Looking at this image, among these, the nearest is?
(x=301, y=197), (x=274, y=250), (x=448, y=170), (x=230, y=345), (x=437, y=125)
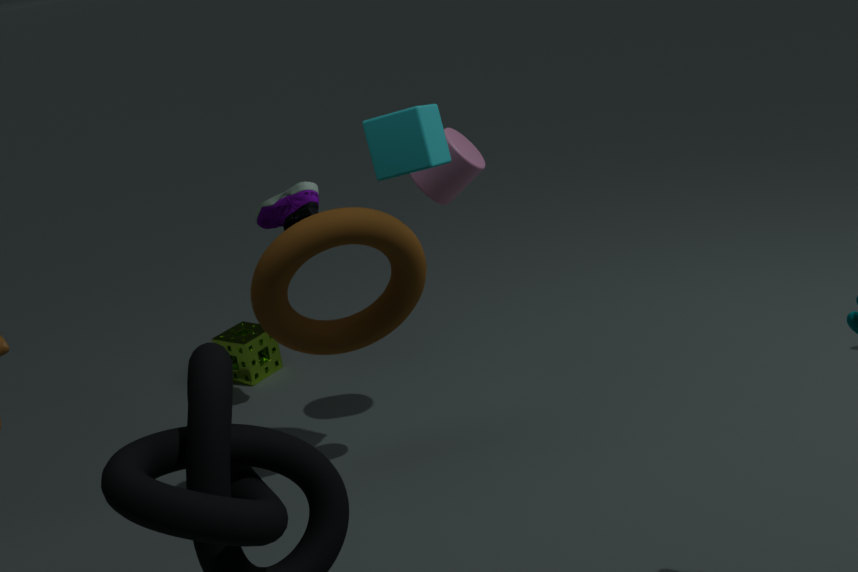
(x=274, y=250)
